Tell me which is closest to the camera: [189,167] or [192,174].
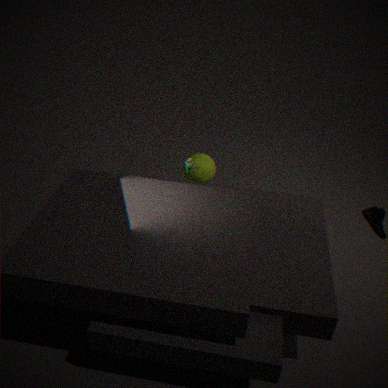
[189,167]
